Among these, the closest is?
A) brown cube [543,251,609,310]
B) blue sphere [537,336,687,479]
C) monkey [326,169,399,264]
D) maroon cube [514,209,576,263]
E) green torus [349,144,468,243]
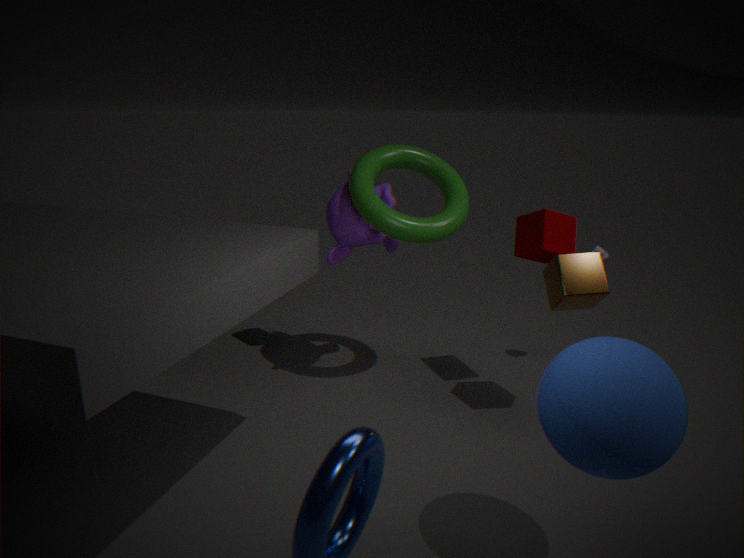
blue sphere [537,336,687,479]
